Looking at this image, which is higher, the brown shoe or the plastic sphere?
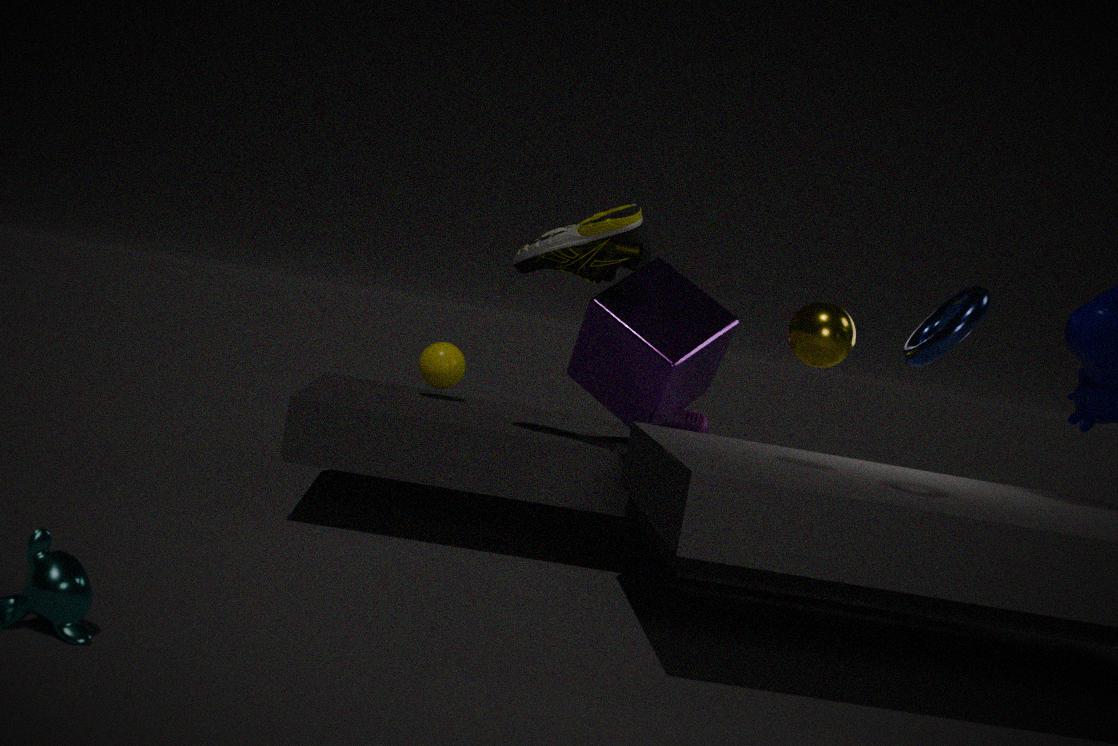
the brown shoe
